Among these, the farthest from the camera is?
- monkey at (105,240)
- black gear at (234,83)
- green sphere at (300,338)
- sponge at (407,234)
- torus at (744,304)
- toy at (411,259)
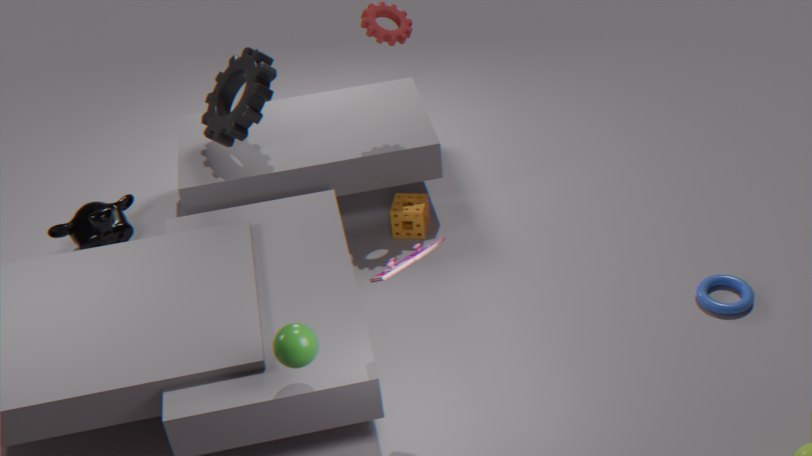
monkey at (105,240)
